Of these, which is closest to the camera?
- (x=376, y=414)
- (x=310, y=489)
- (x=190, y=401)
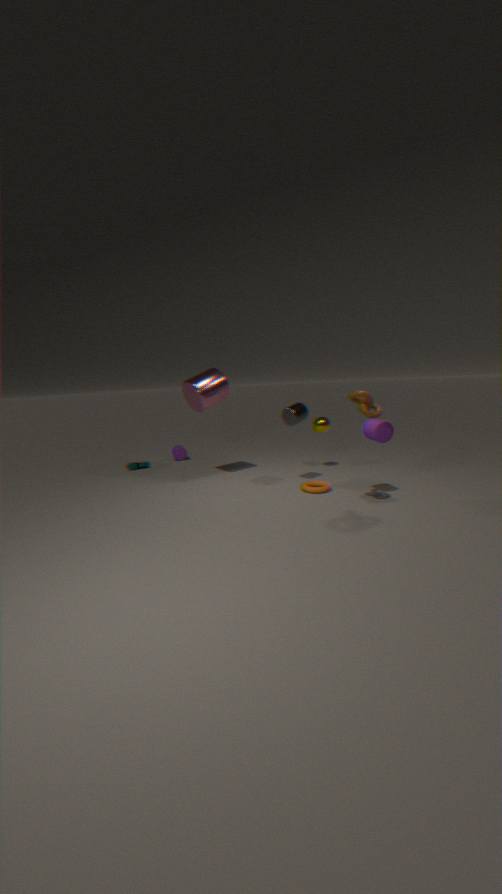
(x=376, y=414)
